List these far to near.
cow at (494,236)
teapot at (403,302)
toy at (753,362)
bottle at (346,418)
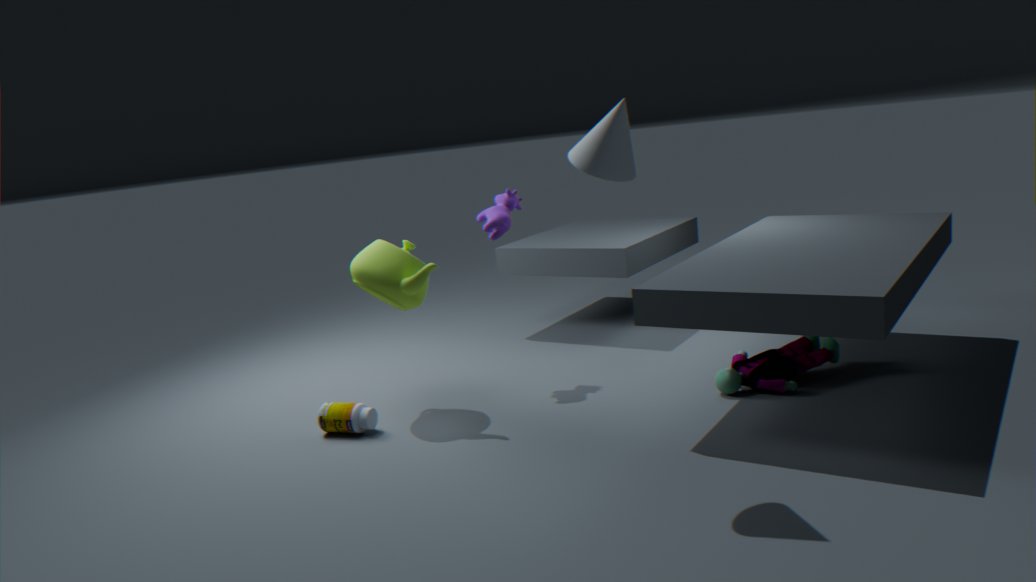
cow at (494,236) → bottle at (346,418) → teapot at (403,302) → toy at (753,362)
